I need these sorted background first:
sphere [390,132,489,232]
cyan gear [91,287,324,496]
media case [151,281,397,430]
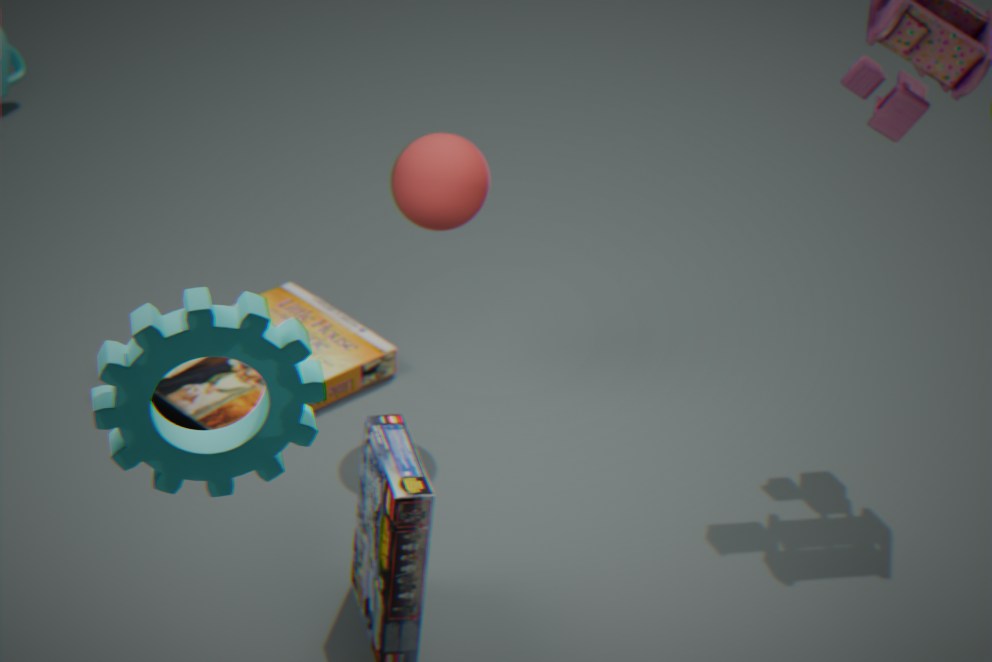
1. media case [151,281,397,430]
2. sphere [390,132,489,232]
3. cyan gear [91,287,324,496]
